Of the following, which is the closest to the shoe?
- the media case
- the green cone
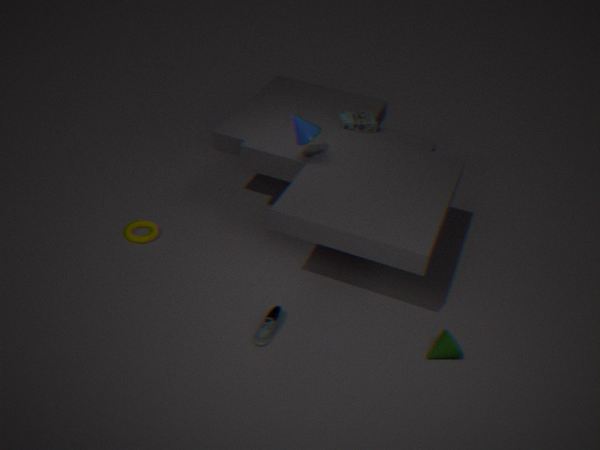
the green cone
